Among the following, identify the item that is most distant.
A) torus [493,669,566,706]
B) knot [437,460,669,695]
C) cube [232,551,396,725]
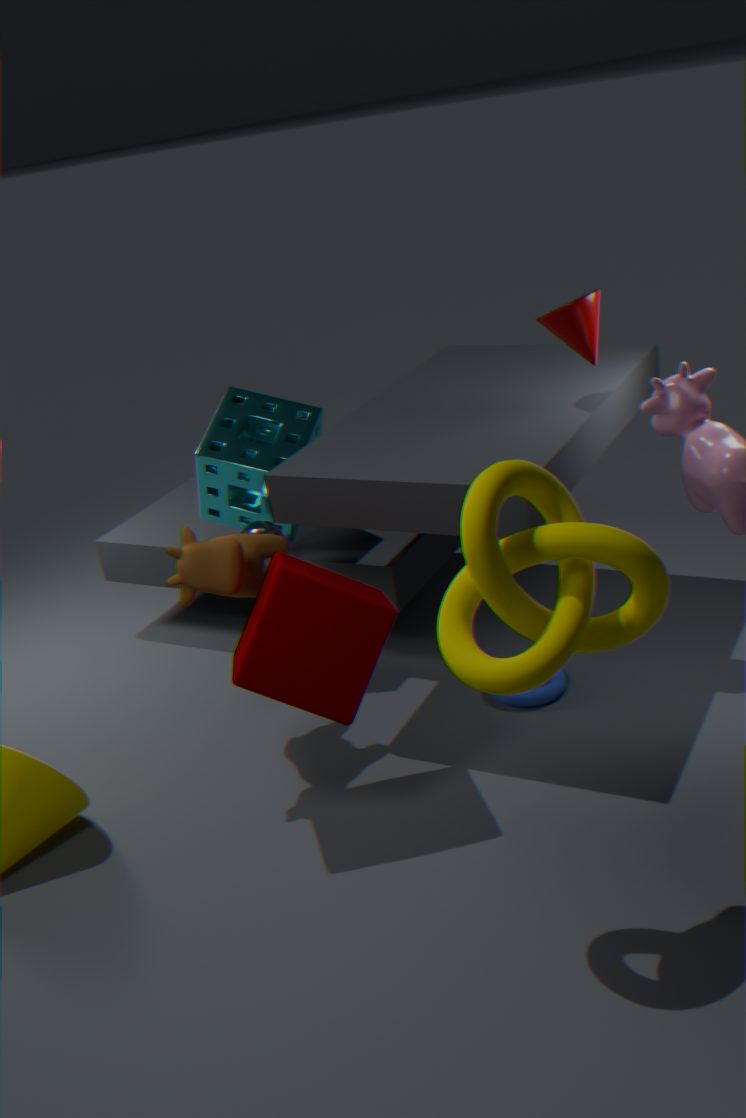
torus [493,669,566,706]
